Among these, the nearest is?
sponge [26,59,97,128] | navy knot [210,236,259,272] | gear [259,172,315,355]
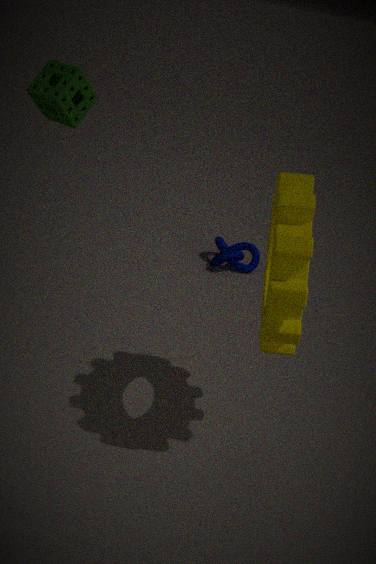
gear [259,172,315,355]
